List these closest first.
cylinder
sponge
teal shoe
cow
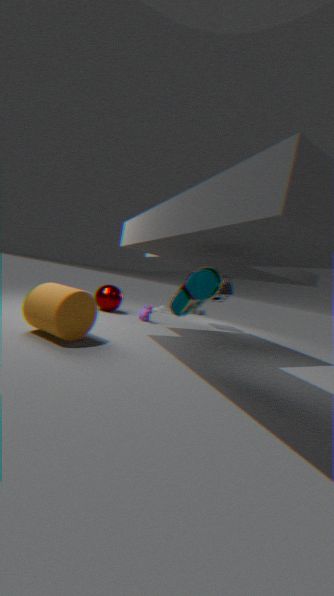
teal shoe
cylinder
cow
sponge
